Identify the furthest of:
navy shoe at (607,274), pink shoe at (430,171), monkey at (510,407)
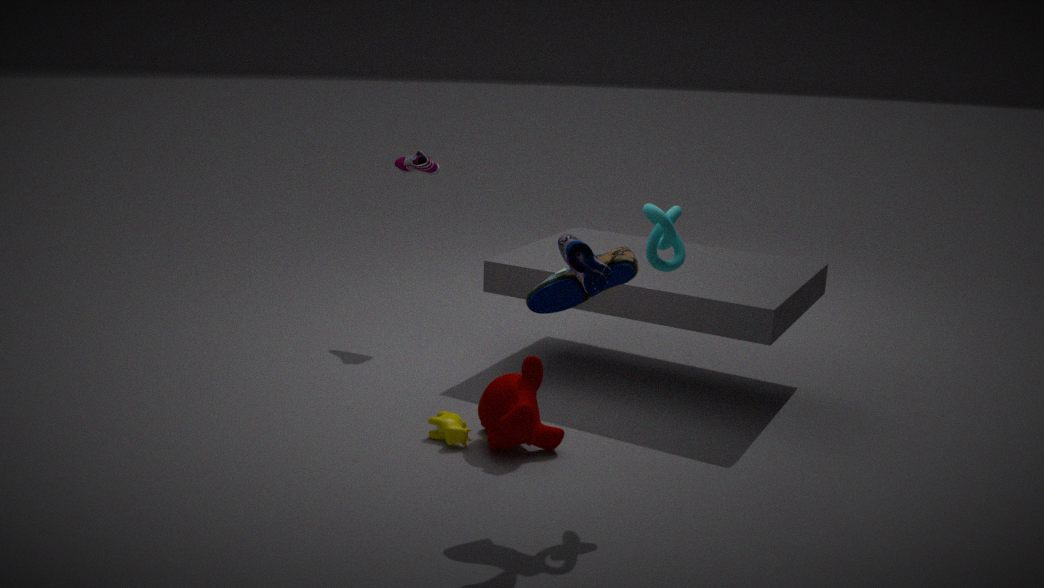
pink shoe at (430,171)
